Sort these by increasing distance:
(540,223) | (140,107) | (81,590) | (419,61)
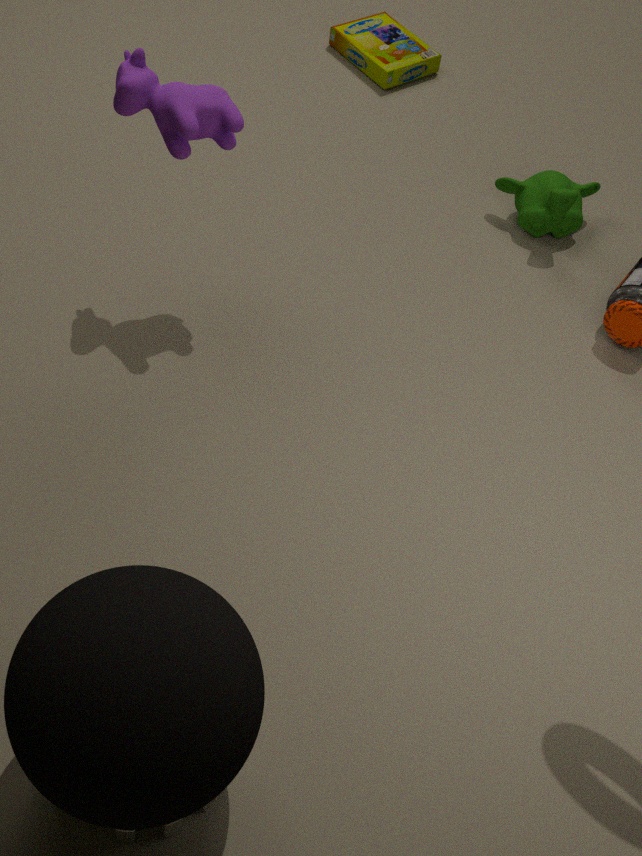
(81,590)
(140,107)
(540,223)
(419,61)
